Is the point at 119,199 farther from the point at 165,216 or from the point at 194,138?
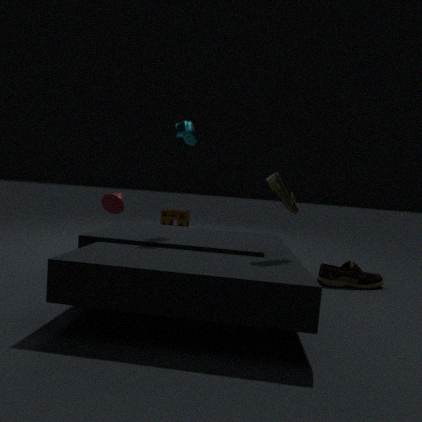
the point at 165,216
